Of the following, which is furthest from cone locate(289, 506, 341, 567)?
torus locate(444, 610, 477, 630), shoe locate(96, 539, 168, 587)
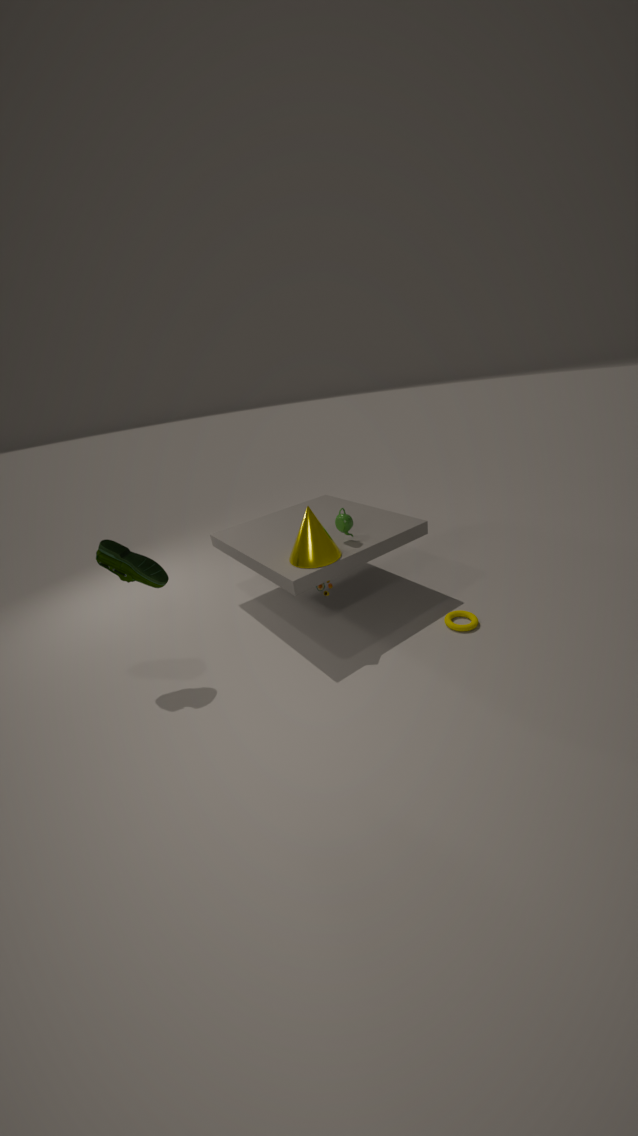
torus locate(444, 610, 477, 630)
